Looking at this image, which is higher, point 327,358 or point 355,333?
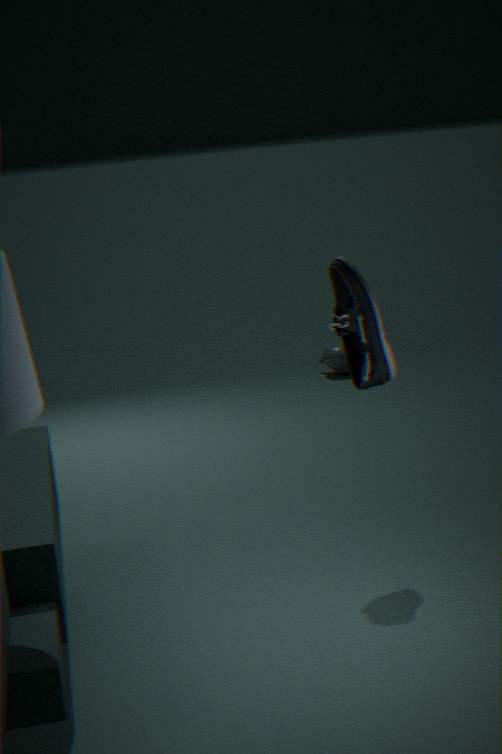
point 355,333
